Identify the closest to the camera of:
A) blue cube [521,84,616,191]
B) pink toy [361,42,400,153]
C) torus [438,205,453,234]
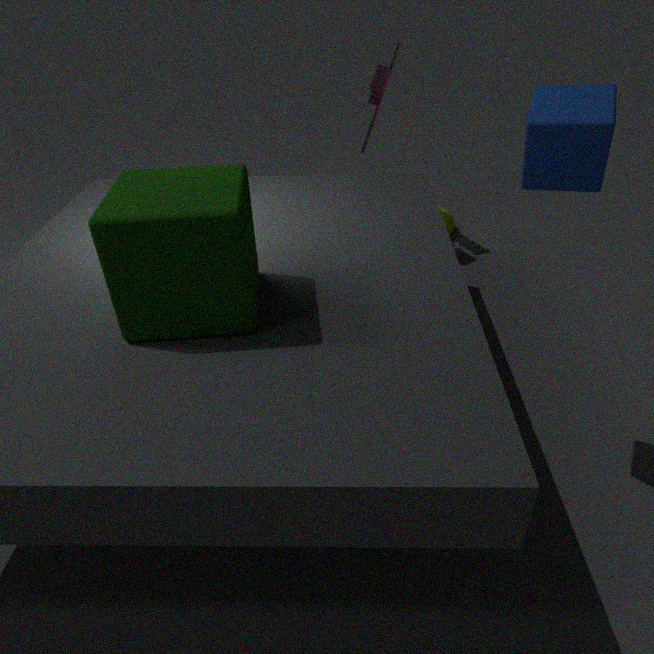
blue cube [521,84,616,191]
